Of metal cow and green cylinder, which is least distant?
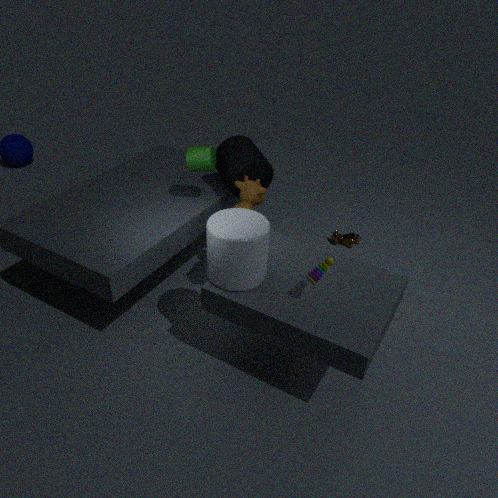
green cylinder
